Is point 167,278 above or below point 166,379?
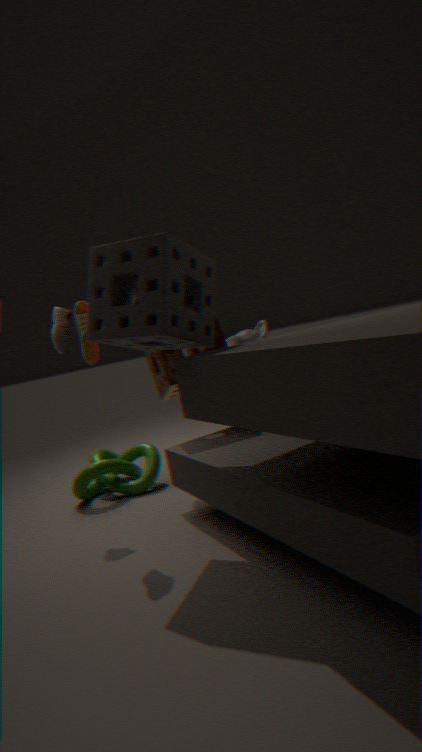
above
